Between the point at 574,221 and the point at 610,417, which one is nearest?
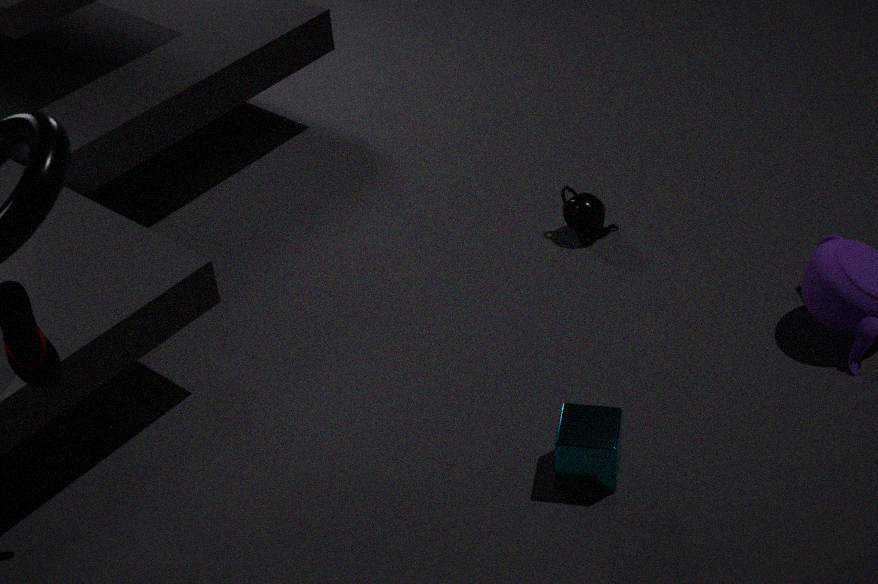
the point at 610,417
